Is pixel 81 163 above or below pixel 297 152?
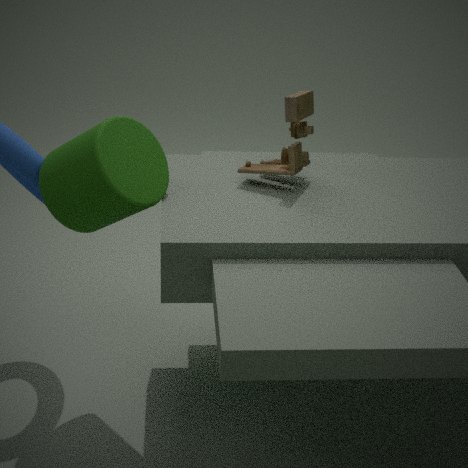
below
